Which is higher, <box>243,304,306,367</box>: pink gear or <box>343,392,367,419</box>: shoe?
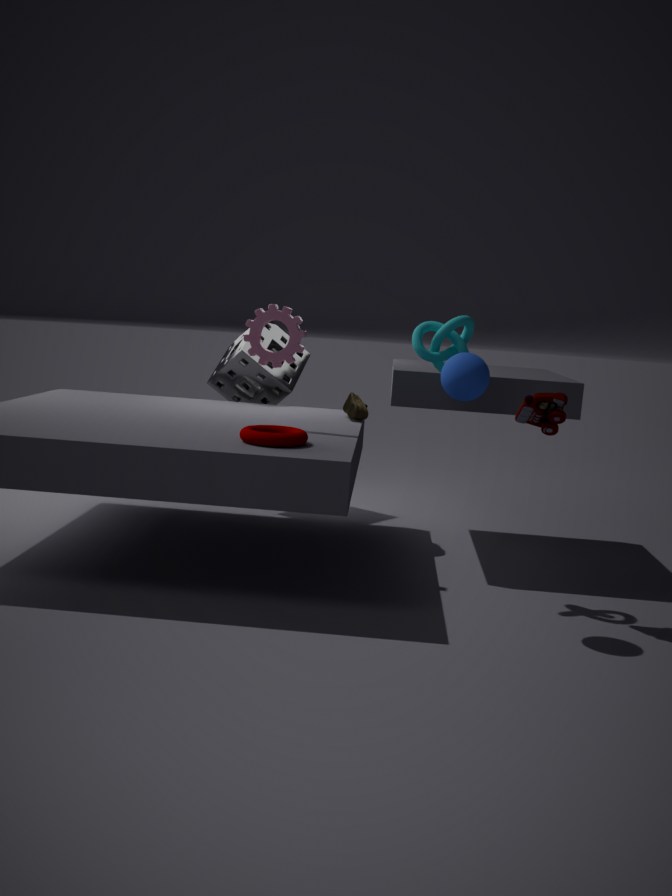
<box>243,304,306,367</box>: pink gear
